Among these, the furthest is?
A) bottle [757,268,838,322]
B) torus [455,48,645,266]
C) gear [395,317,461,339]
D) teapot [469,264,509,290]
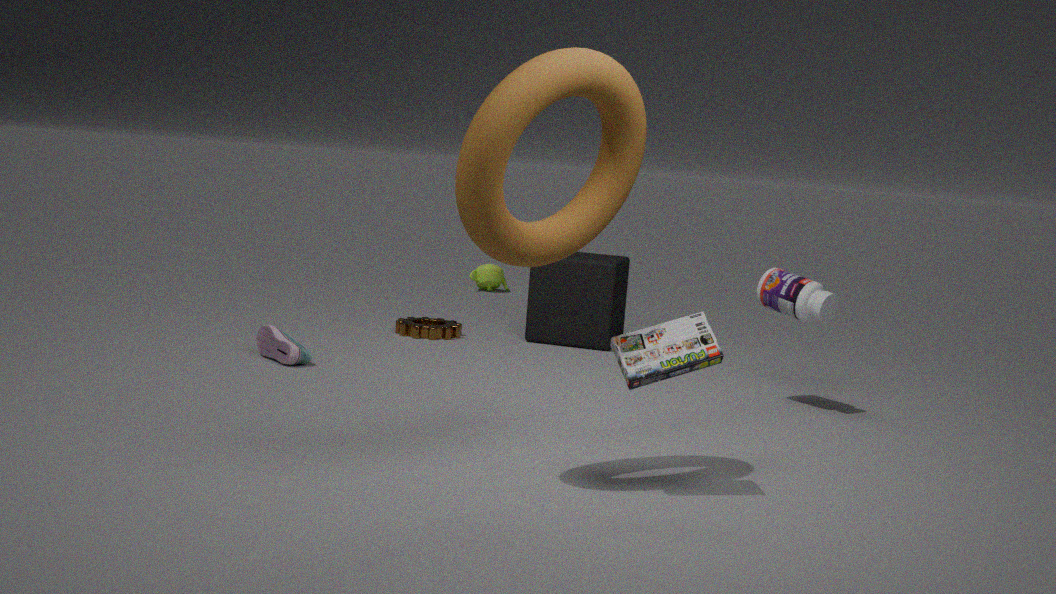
teapot [469,264,509,290]
